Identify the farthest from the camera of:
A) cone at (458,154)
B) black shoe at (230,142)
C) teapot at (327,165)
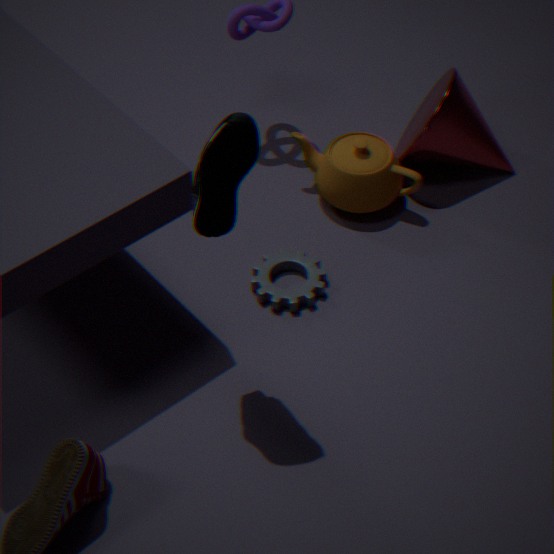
cone at (458,154)
